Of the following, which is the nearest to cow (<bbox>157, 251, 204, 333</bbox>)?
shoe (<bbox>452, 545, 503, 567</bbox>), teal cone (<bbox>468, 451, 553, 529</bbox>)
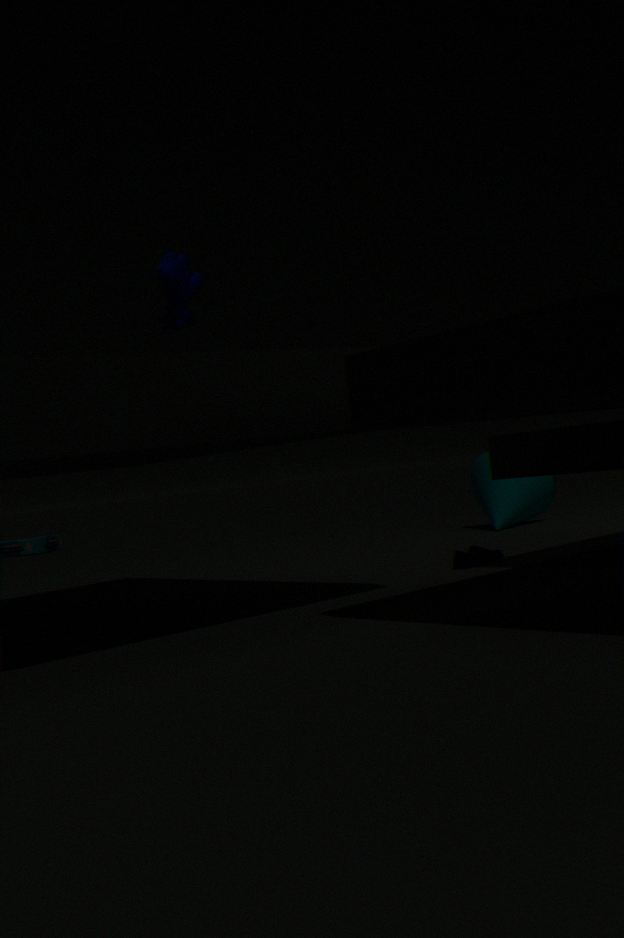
shoe (<bbox>452, 545, 503, 567</bbox>)
